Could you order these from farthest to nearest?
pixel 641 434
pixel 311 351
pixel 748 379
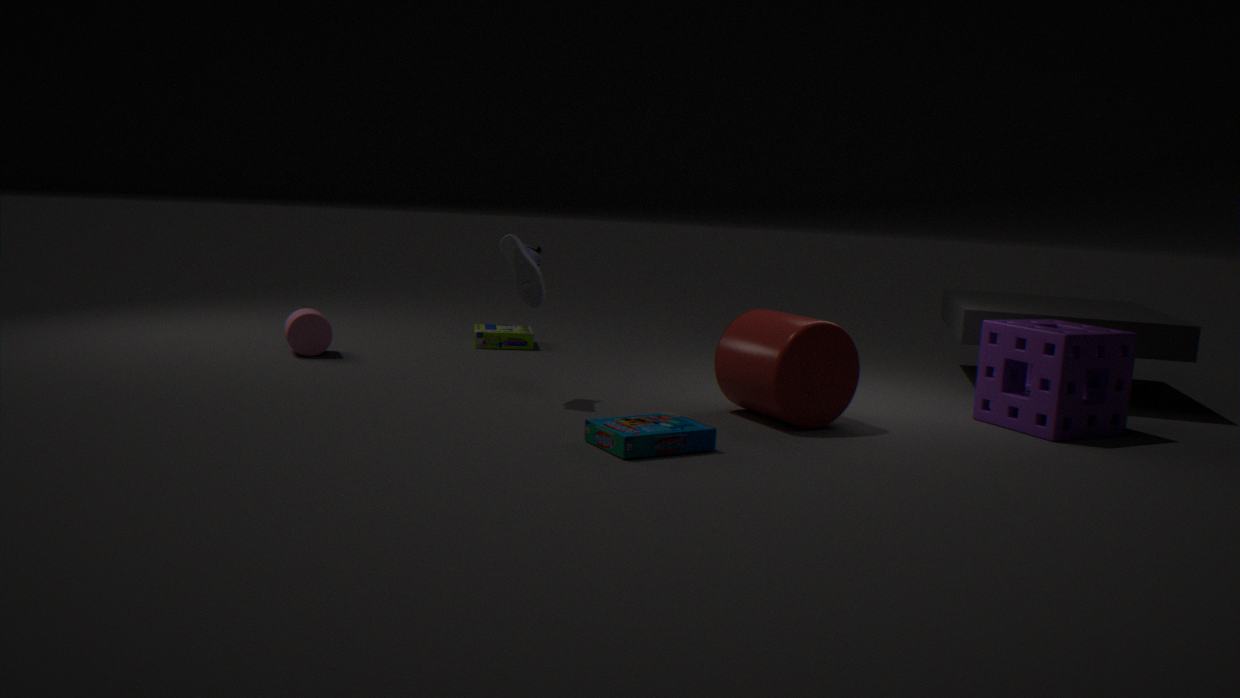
pixel 311 351 → pixel 748 379 → pixel 641 434
